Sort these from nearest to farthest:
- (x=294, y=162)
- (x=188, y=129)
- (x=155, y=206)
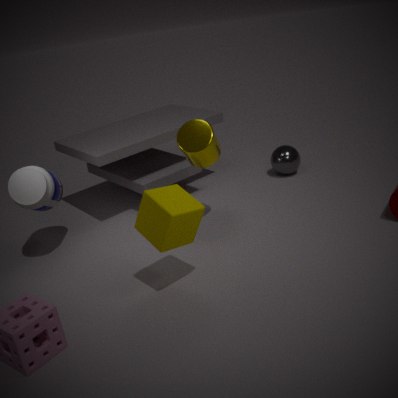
(x=155, y=206) → (x=188, y=129) → (x=294, y=162)
